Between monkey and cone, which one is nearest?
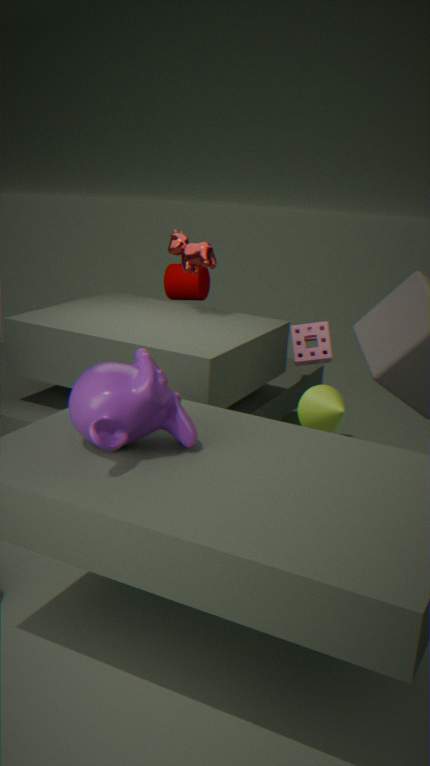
monkey
